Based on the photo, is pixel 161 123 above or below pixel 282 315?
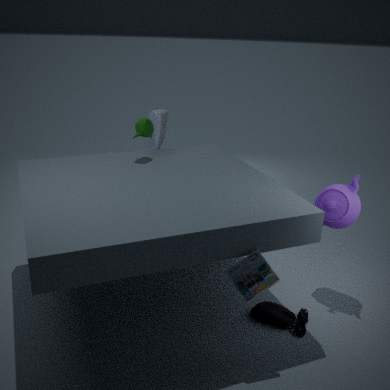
above
